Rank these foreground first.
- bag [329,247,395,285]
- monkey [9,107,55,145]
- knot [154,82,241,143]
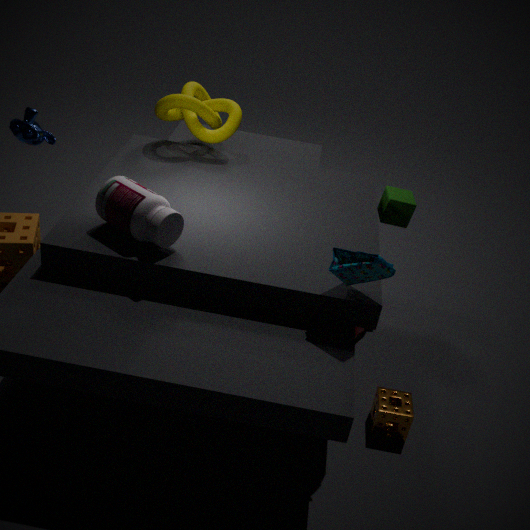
bag [329,247,395,285] < monkey [9,107,55,145] < knot [154,82,241,143]
